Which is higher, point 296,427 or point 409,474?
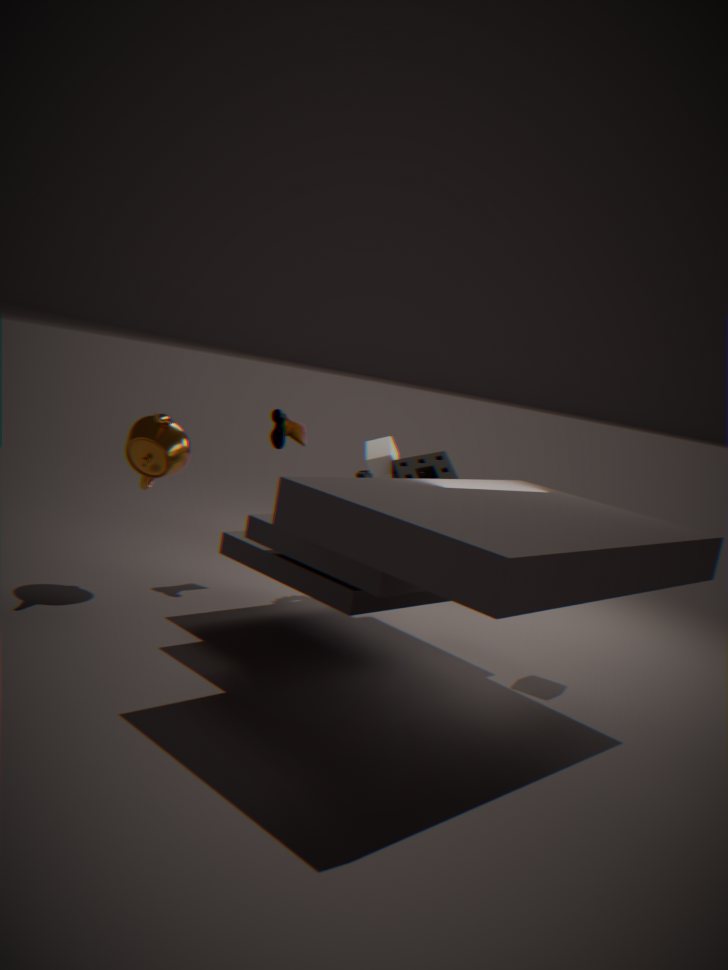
point 296,427
